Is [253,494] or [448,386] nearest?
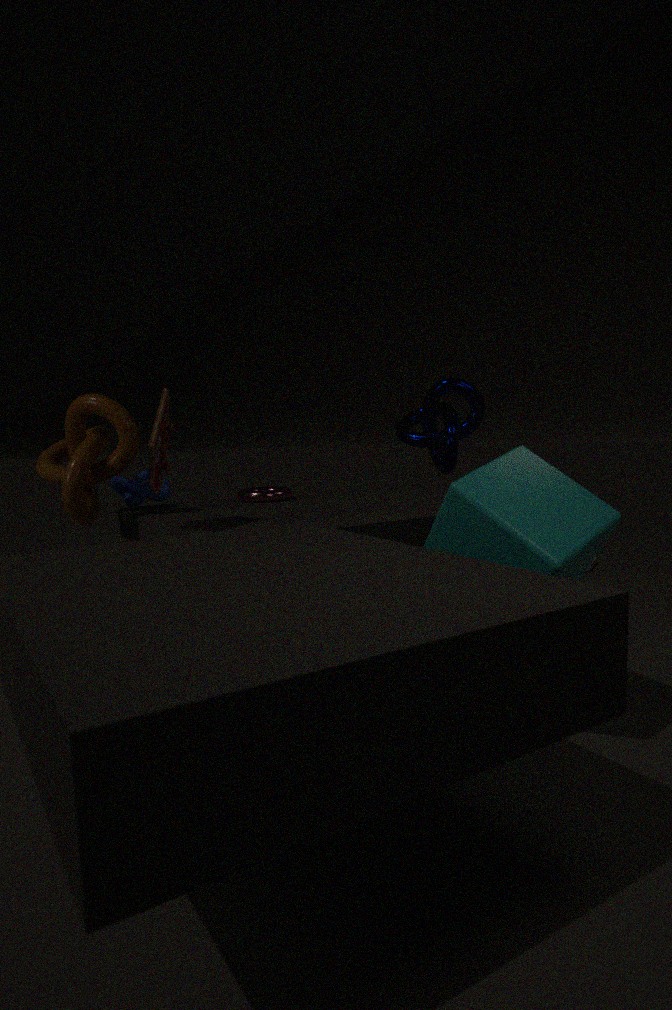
[253,494]
